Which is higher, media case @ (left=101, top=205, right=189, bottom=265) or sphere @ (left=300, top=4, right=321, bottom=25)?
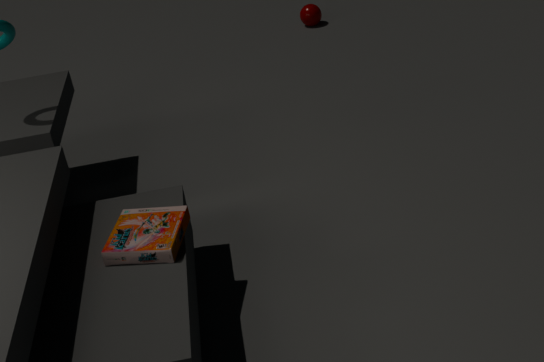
media case @ (left=101, top=205, right=189, bottom=265)
